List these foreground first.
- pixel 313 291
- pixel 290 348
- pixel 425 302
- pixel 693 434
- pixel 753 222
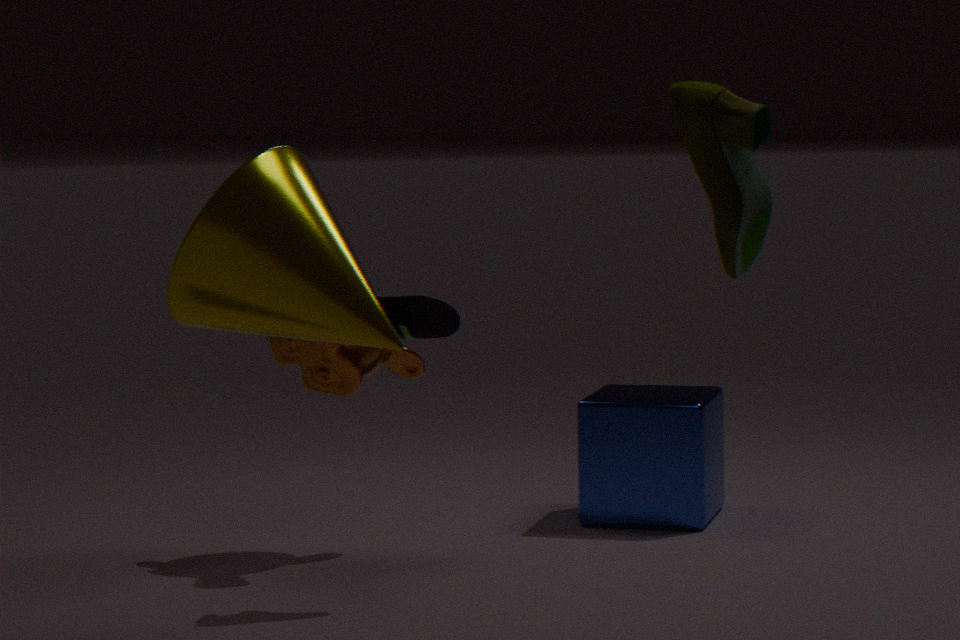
1. pixel 313 291
2. pixel 753 222
3. pixel 425 302
4. pixel 290 348
5. pixel 693 434
